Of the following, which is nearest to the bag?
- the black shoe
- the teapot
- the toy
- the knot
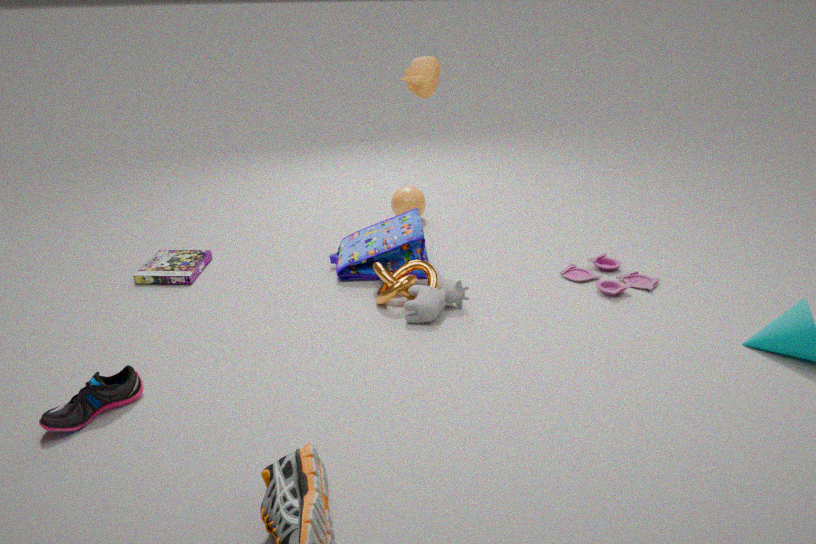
the knot
